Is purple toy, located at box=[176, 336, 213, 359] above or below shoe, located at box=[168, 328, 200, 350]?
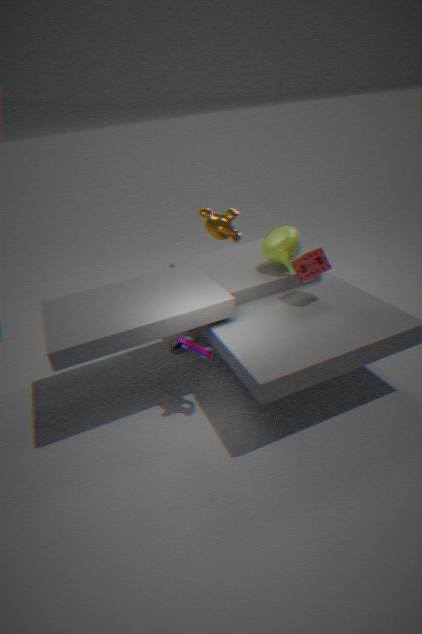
above
